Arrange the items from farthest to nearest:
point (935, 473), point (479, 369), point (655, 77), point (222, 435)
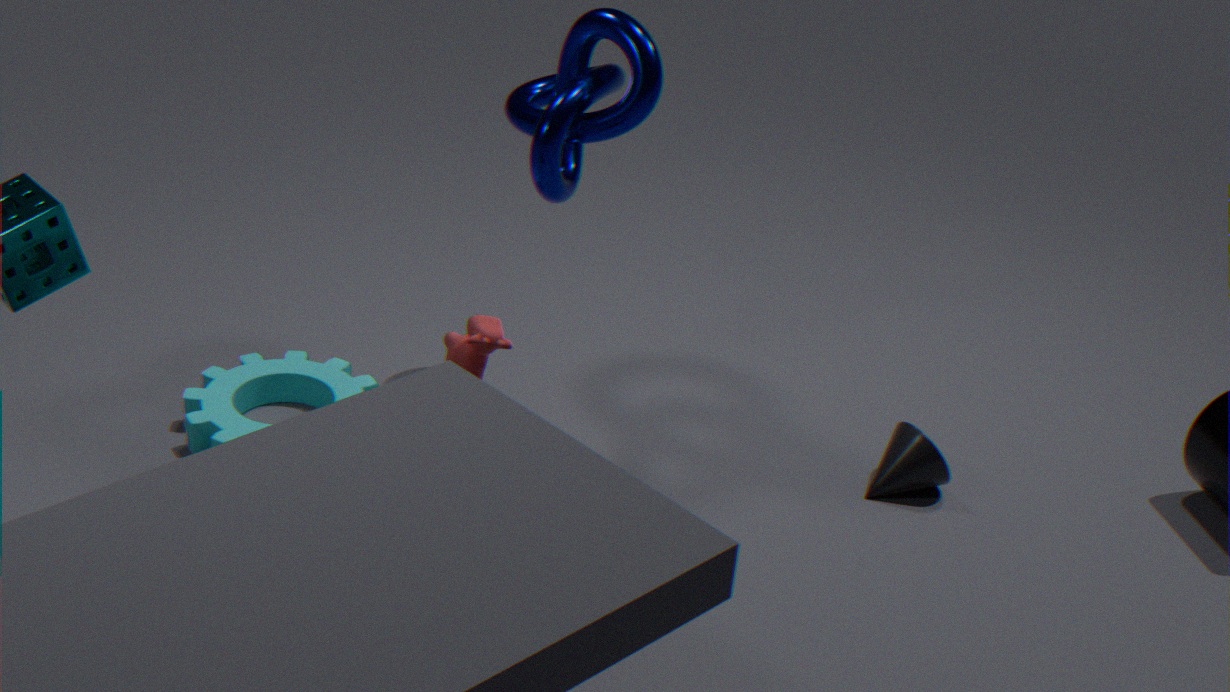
point (935, 473) < point (222, 435) < point (655, 77) < point (479, 369)
